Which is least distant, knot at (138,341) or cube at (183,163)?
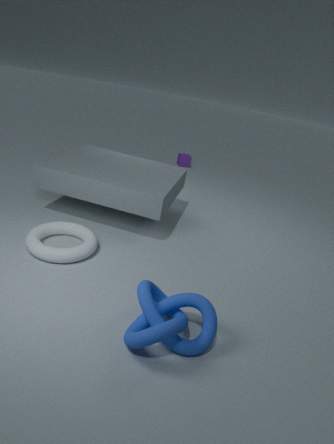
knot at (138,341)
